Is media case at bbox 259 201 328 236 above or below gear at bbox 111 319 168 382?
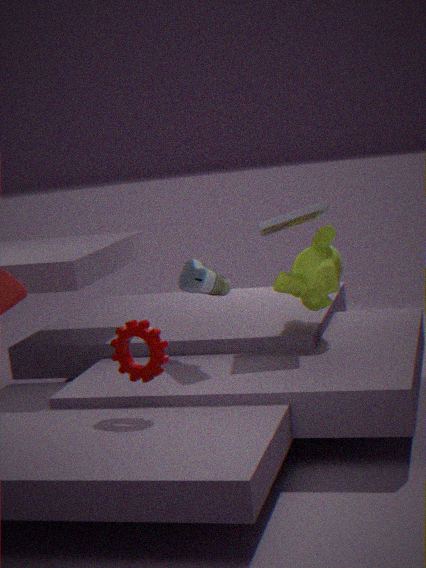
above
